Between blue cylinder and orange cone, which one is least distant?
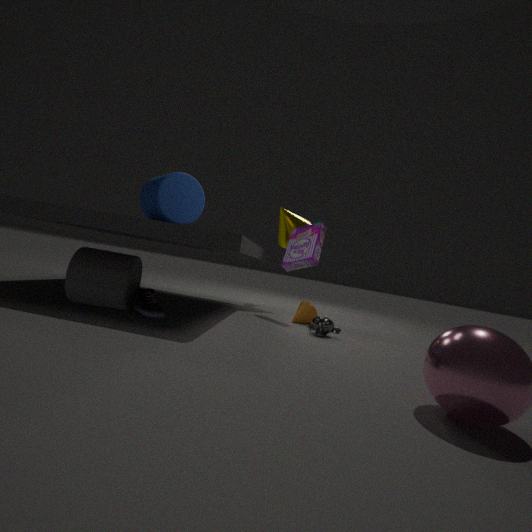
blue cylinder
